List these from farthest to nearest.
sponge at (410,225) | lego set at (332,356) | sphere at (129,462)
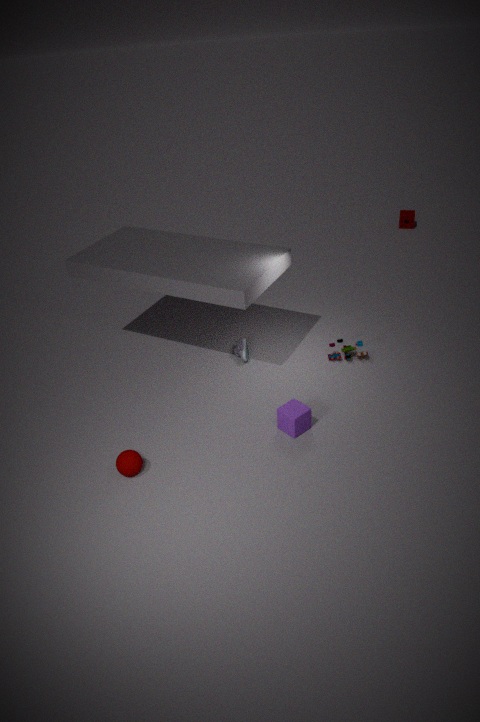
Answer: sponge at (410,225)
lego set at (332,356)
sphere at (129,462)
